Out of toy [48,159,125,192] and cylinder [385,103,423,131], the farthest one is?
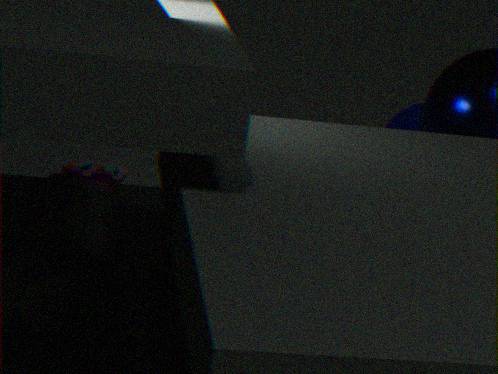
cylinder [385,103,423,131]
